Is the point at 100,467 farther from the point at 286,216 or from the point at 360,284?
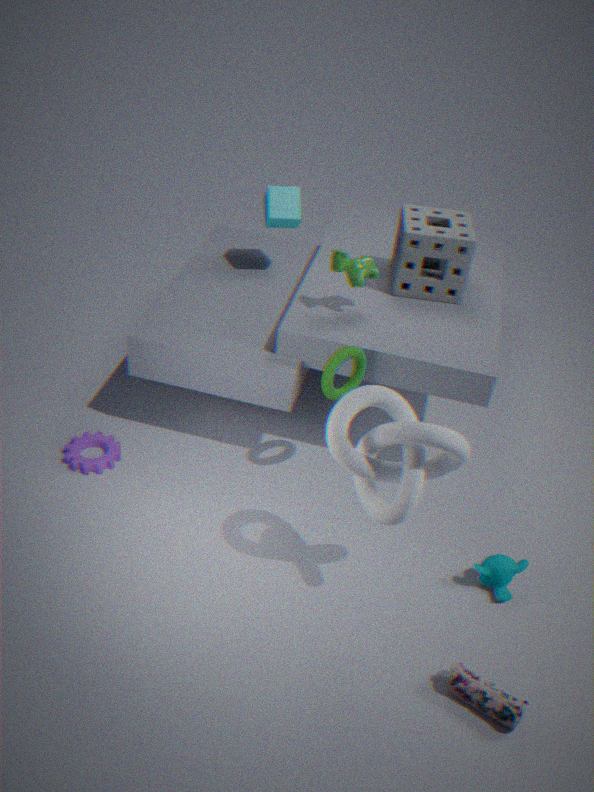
the point at 286,216
